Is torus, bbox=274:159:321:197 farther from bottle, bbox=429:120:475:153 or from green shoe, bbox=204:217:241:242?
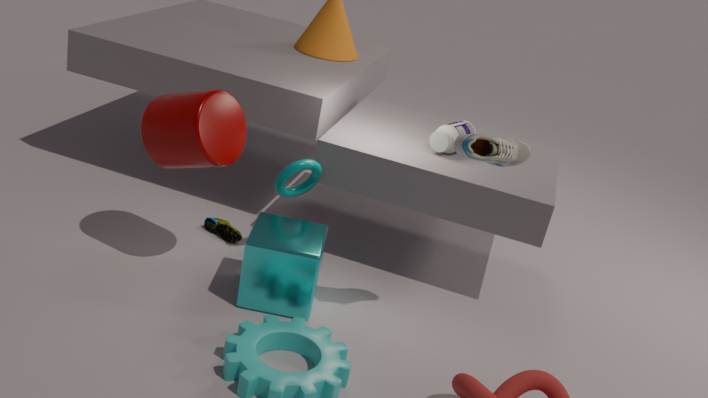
bottle, bbox=429:120:475:153
